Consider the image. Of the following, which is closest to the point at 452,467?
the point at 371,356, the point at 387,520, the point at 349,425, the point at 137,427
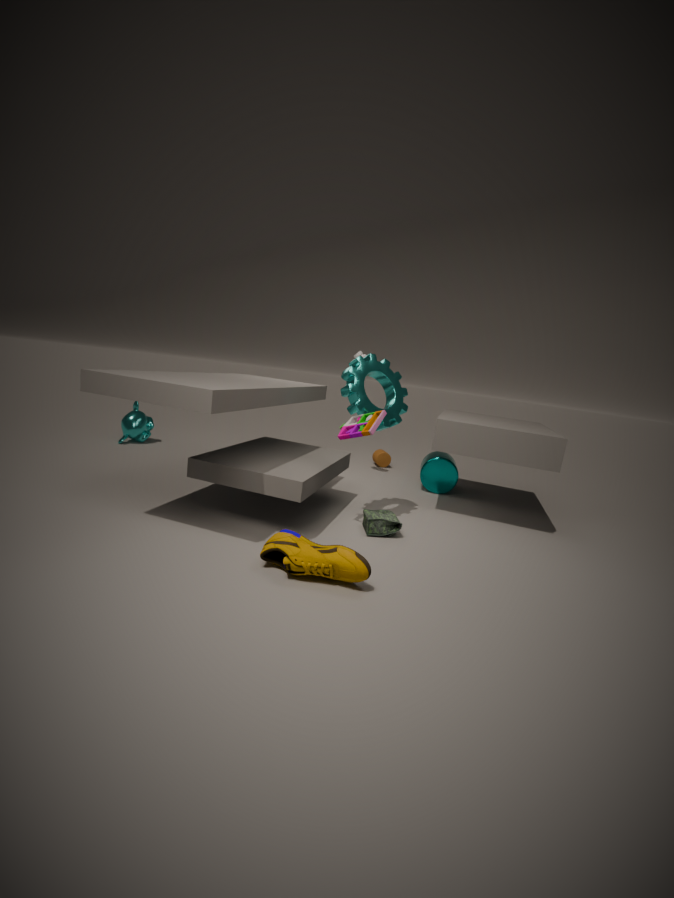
the point at 387,520
